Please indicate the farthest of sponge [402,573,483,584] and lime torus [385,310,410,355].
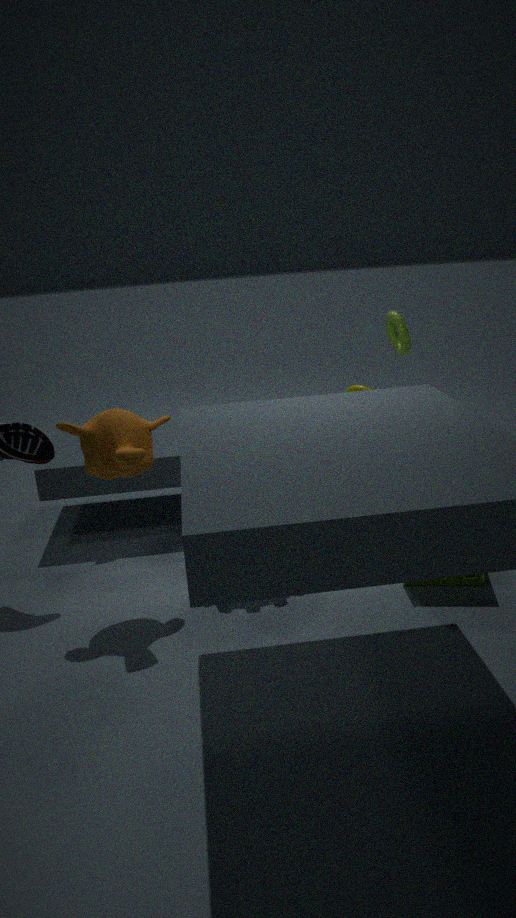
lime torus [385,310,410,355]
